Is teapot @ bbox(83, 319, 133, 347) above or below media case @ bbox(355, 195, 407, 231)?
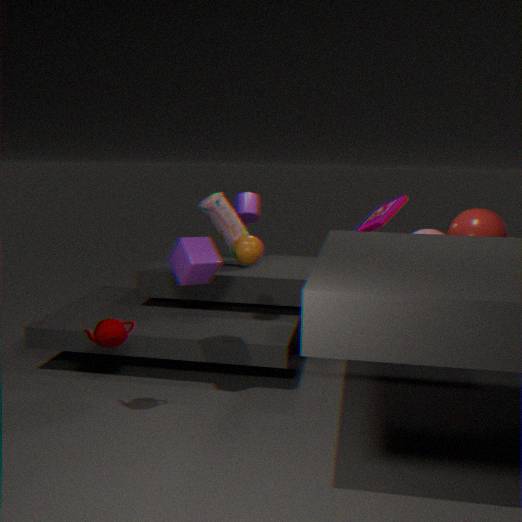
below
